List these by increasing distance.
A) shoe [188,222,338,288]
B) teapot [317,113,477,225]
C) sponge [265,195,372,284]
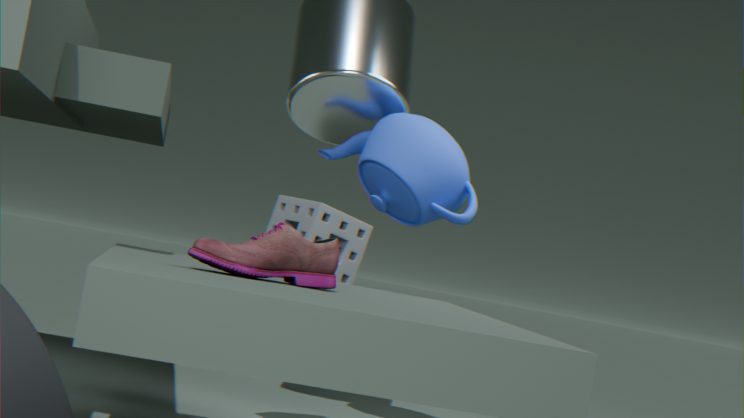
shoe [188,222,338,288] → sponge [265,195,372,284] → teapot [317,113,477,225]
